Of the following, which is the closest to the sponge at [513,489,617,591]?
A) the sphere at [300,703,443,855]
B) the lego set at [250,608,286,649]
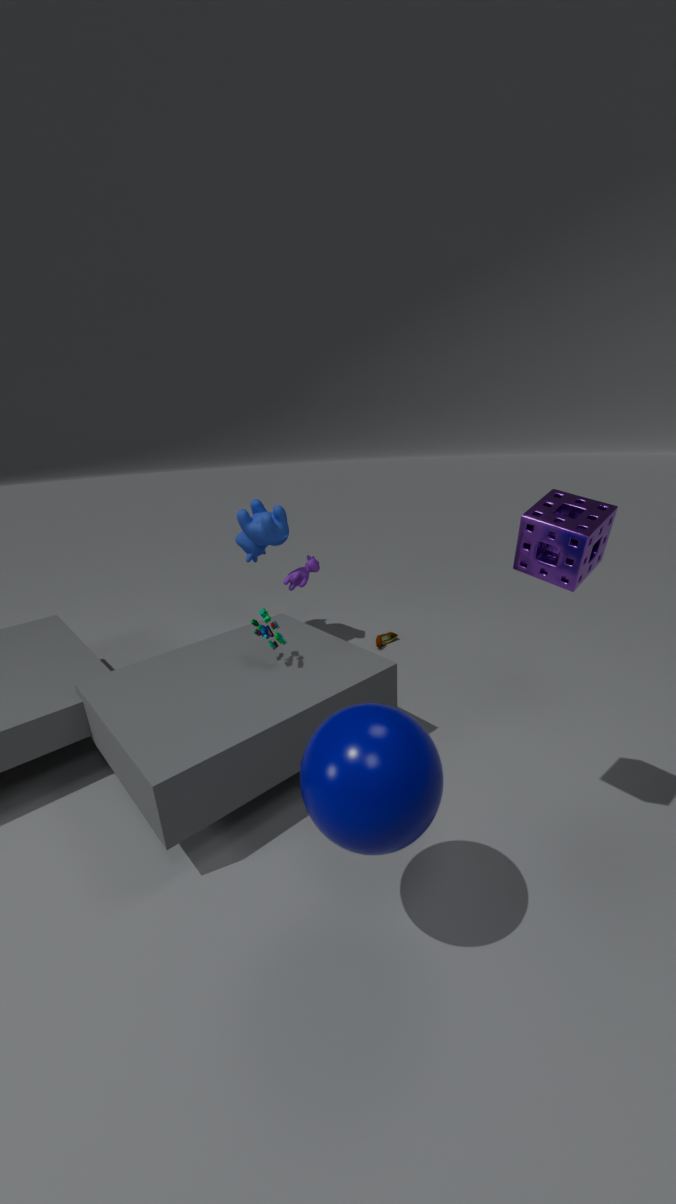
the sphere at [300,703,443,855]
